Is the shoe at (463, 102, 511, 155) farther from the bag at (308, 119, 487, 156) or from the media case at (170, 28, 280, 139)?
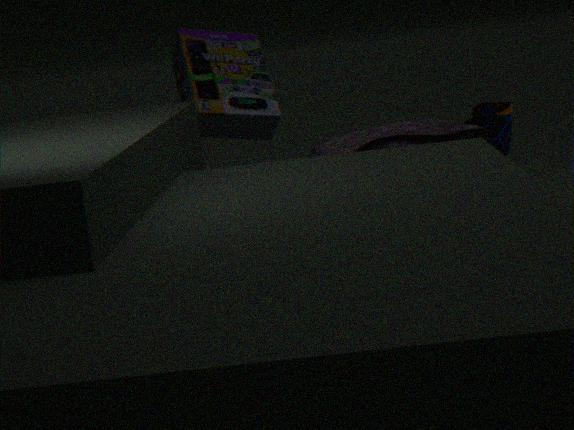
the media case at (170, 28, 280, 139)
